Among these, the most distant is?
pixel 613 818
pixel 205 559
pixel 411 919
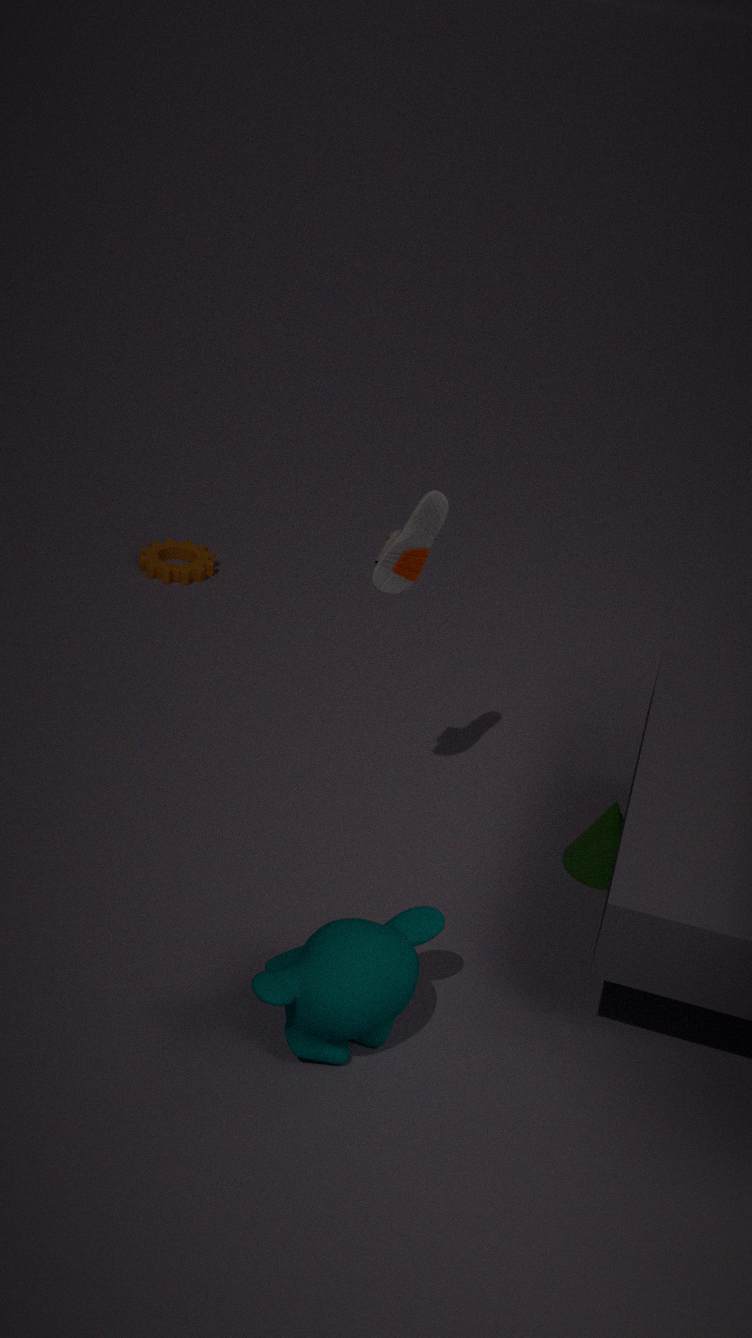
pixel 205 559
